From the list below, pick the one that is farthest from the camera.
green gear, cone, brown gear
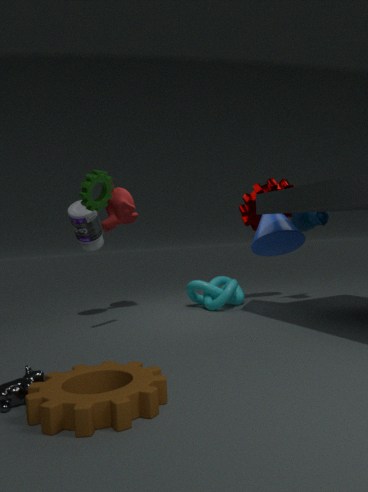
cone
